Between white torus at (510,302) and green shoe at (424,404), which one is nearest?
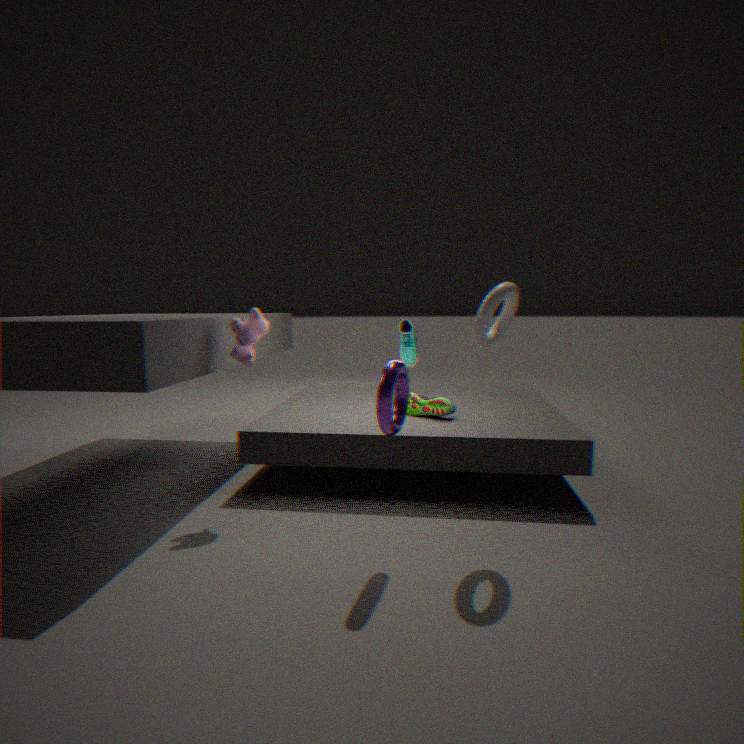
white torus at (510,302)
